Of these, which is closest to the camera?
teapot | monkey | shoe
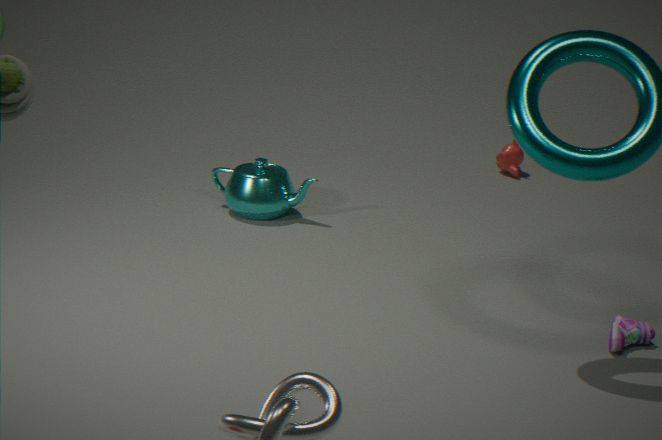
shoe
